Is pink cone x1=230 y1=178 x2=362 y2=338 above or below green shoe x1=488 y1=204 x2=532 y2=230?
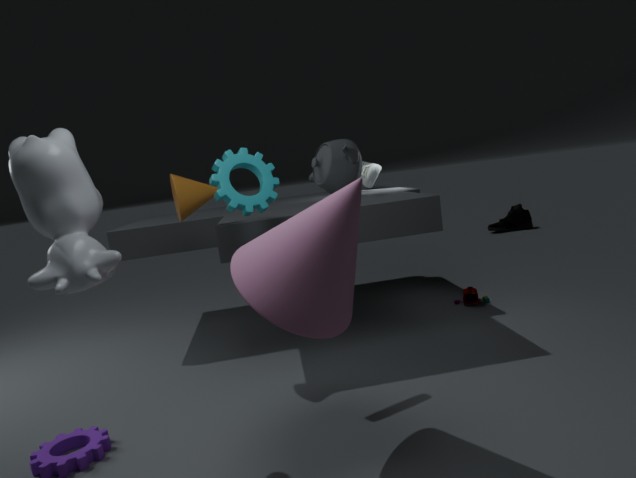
above
